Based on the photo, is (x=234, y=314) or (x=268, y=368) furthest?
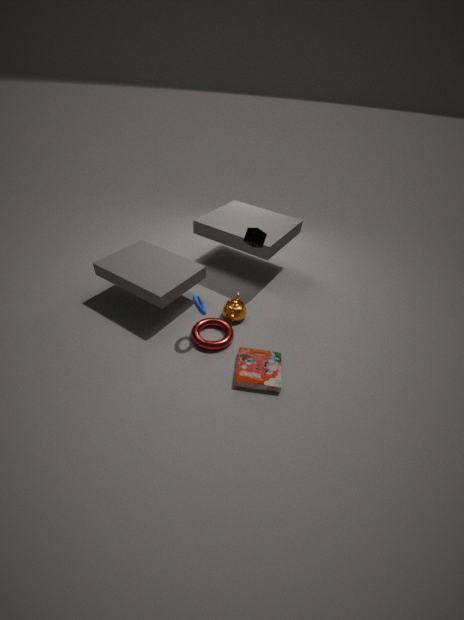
(x=234, y=314)
